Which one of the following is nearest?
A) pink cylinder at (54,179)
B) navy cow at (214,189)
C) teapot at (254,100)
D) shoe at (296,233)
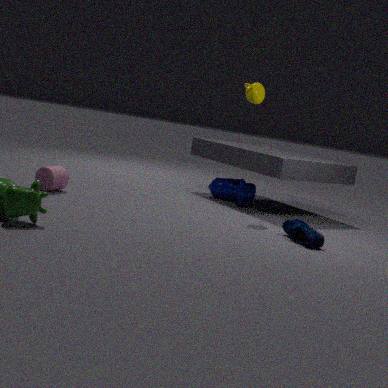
shoe at (296,233)
